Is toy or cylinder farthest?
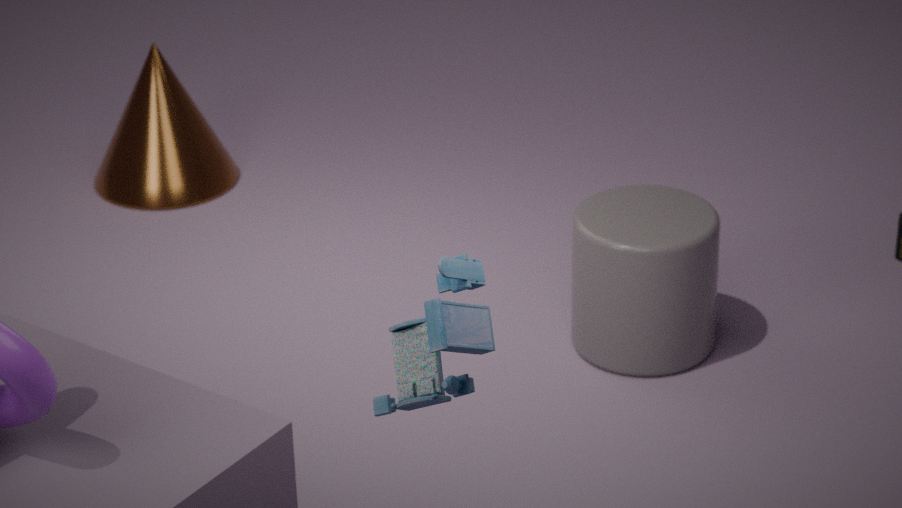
cylinder
